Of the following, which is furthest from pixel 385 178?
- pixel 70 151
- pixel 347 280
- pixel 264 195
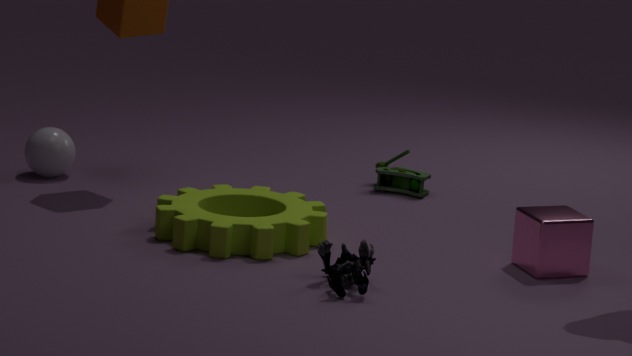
pixel 70 151
